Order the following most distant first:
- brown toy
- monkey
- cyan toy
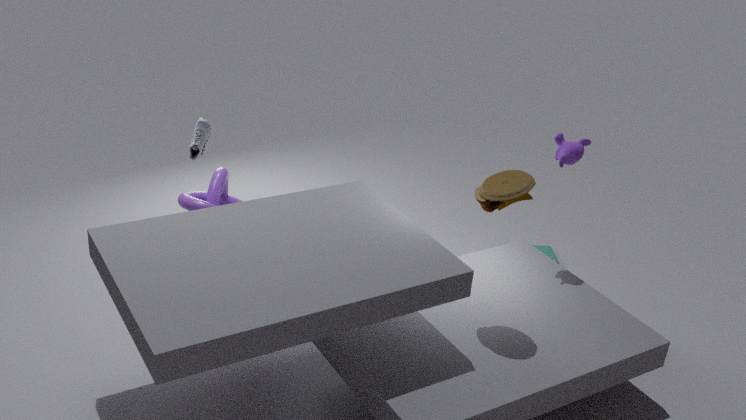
cyan toy → monkey → brown toy
